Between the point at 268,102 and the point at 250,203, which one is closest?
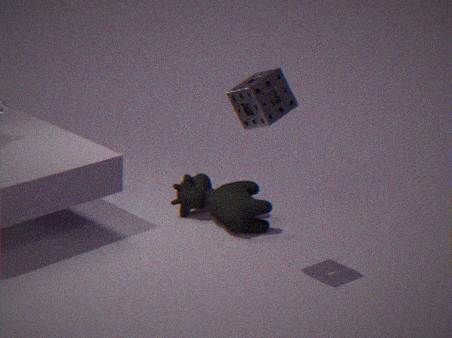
the point at 268,102
